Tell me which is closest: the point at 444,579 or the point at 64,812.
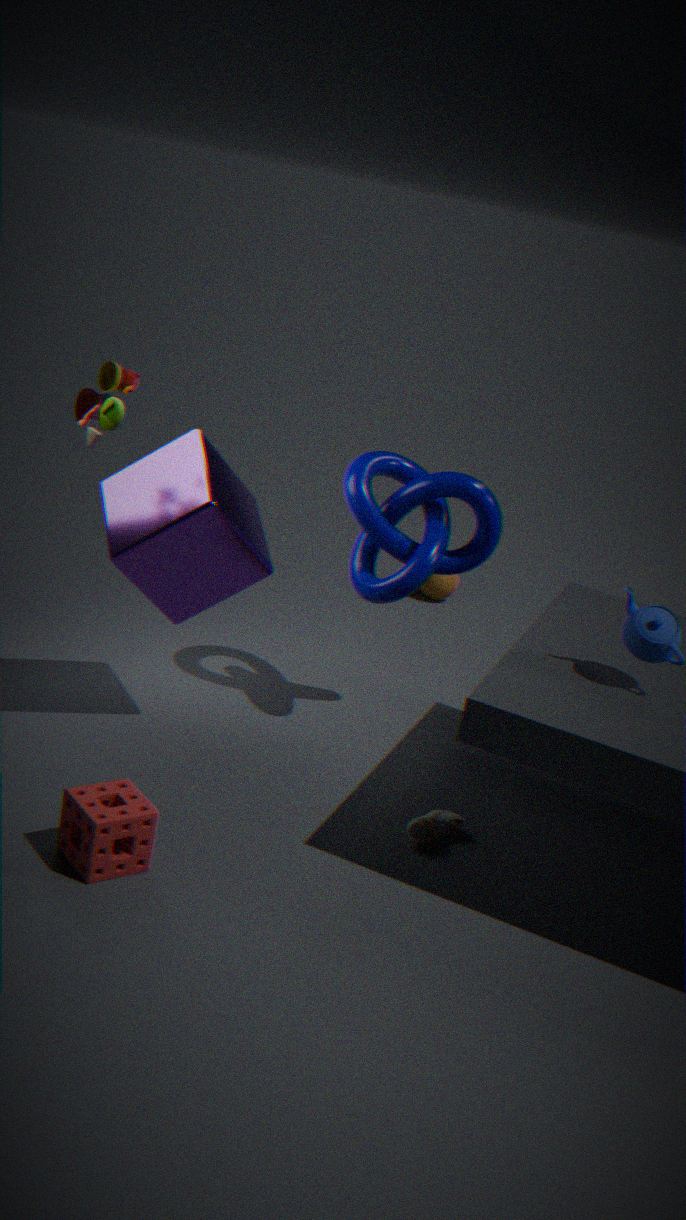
the point at 64,812
